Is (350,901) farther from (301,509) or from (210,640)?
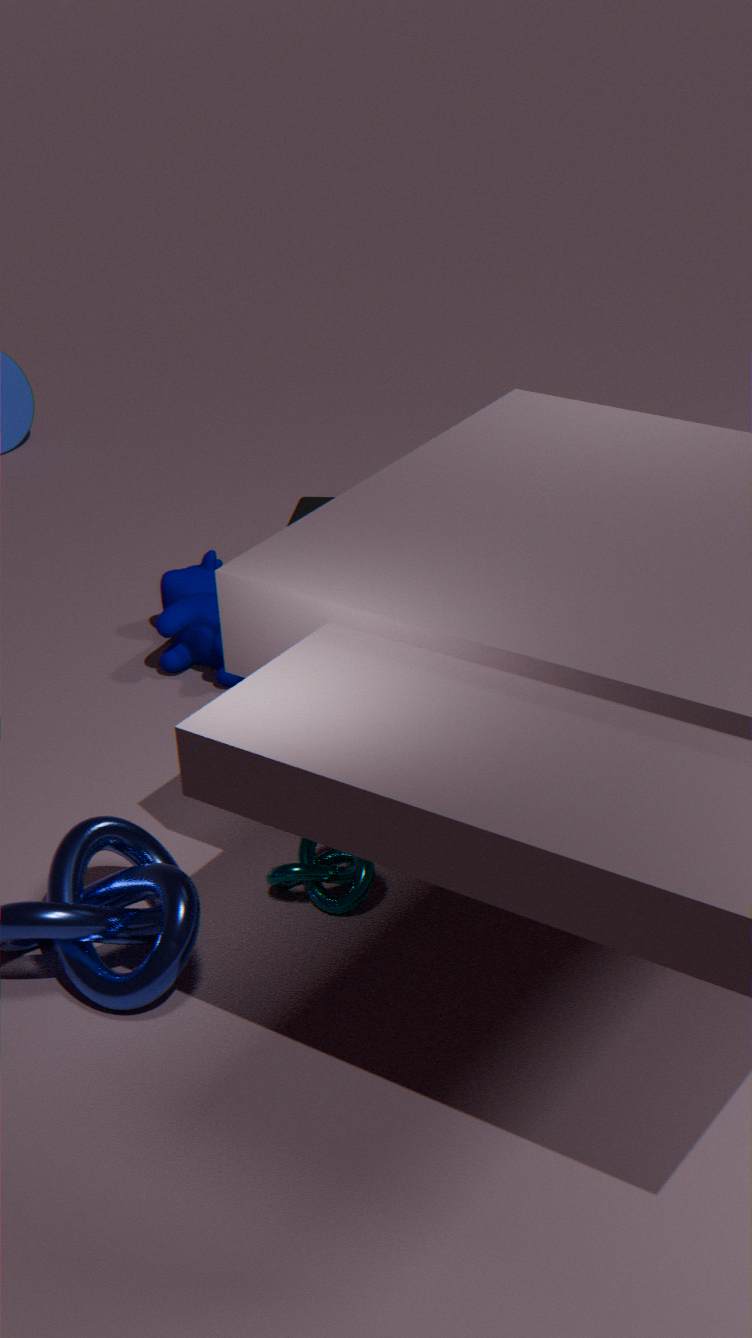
(301,509)
